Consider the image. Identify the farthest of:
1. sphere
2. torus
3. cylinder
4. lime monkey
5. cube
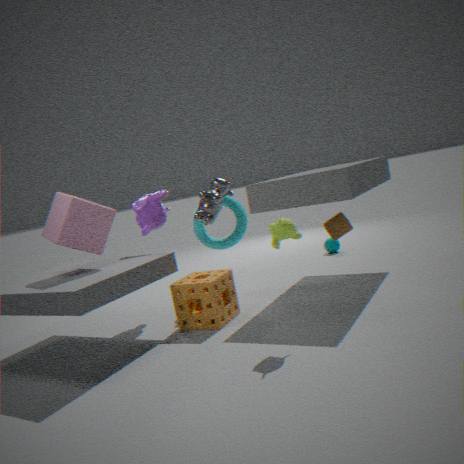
sphere
